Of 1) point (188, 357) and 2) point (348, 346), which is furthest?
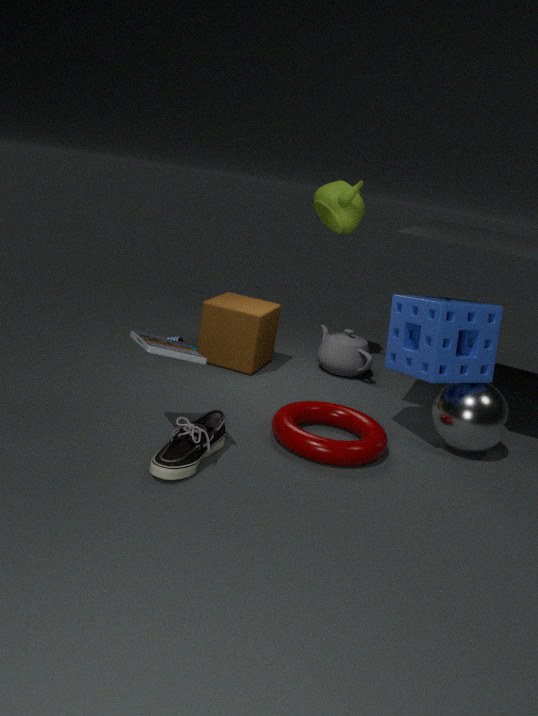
2. point (348, 346)
